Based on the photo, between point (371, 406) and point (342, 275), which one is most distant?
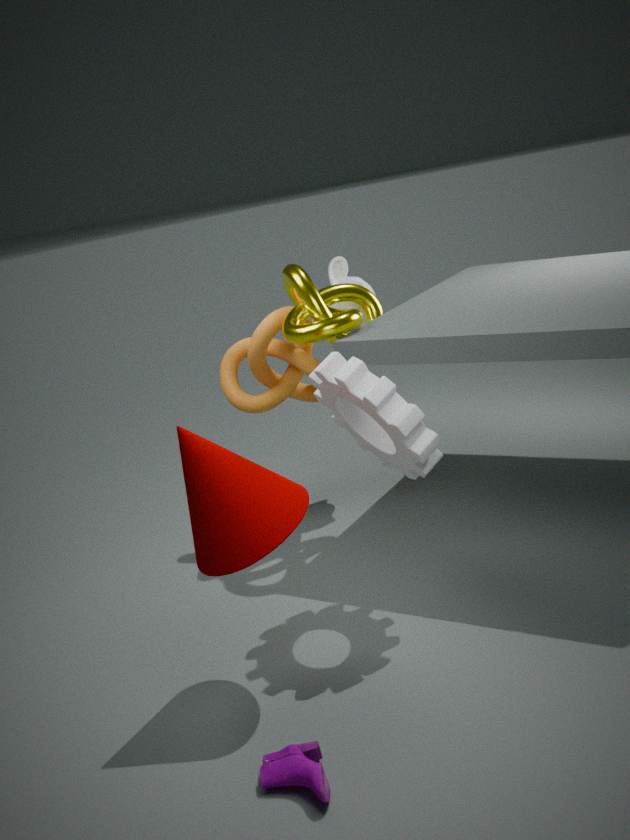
point (342, 275)
